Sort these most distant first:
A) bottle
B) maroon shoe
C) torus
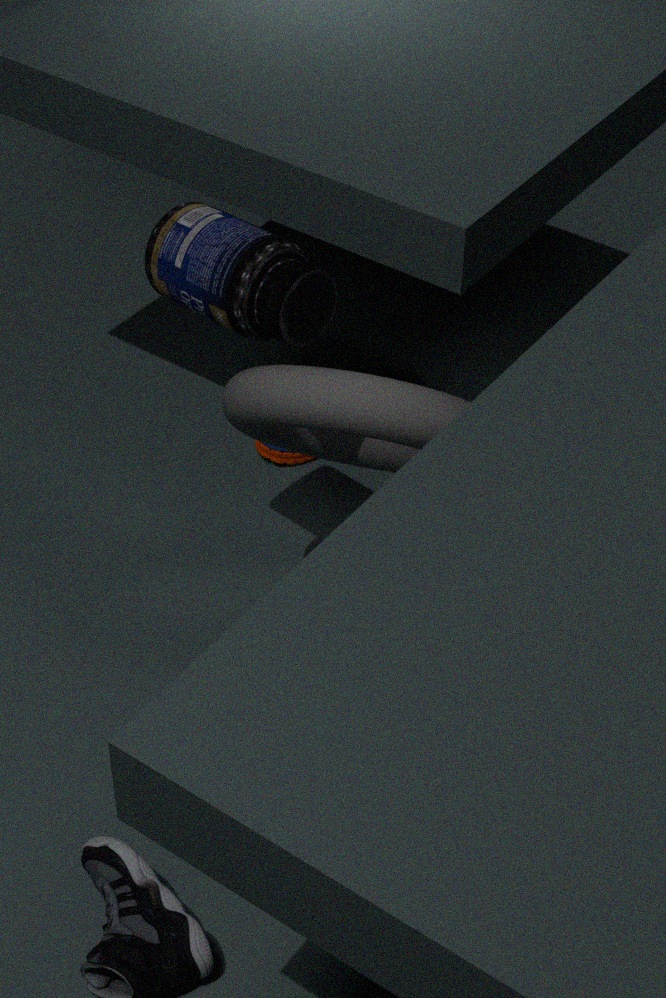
maroon shoe → bottle → torus
